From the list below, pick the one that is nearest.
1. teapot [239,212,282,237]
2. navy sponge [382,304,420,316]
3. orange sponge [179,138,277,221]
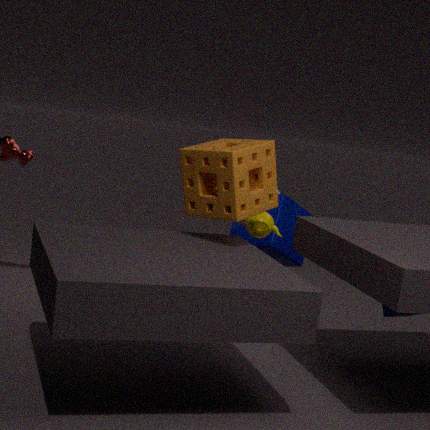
orange sponge [179,138,277,221]
